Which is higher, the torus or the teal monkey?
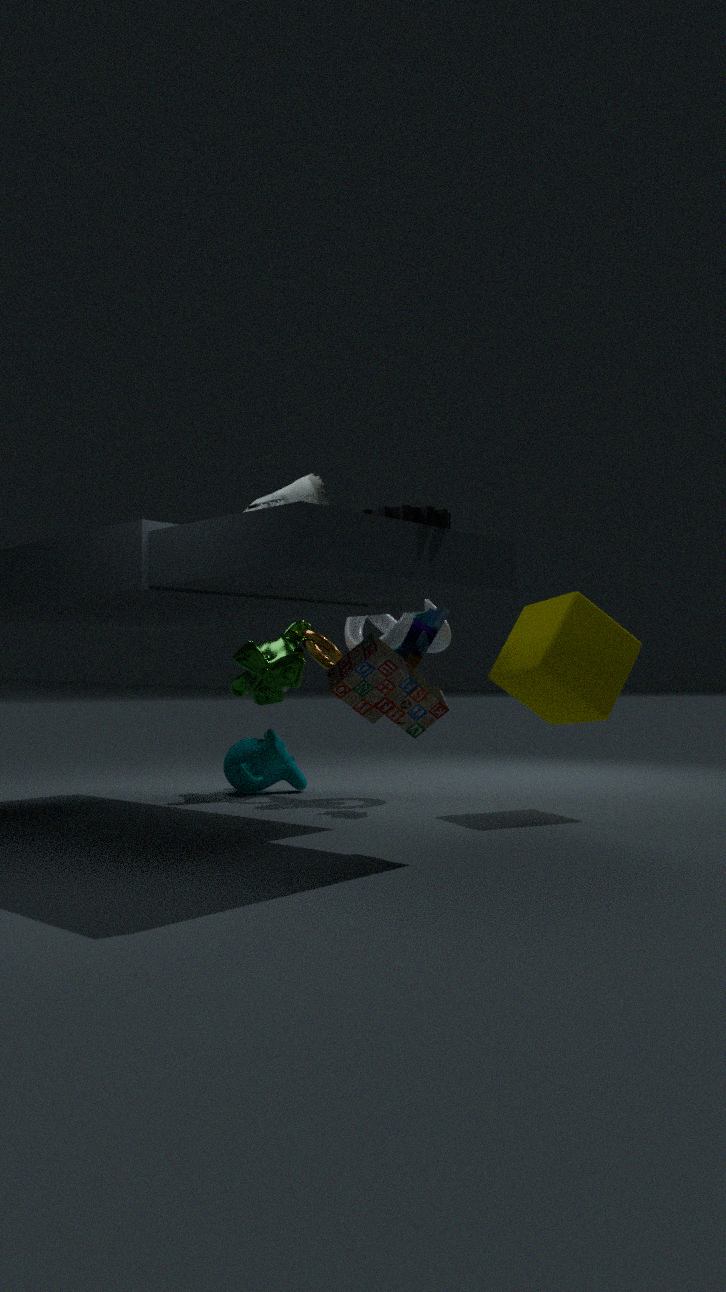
the torus
